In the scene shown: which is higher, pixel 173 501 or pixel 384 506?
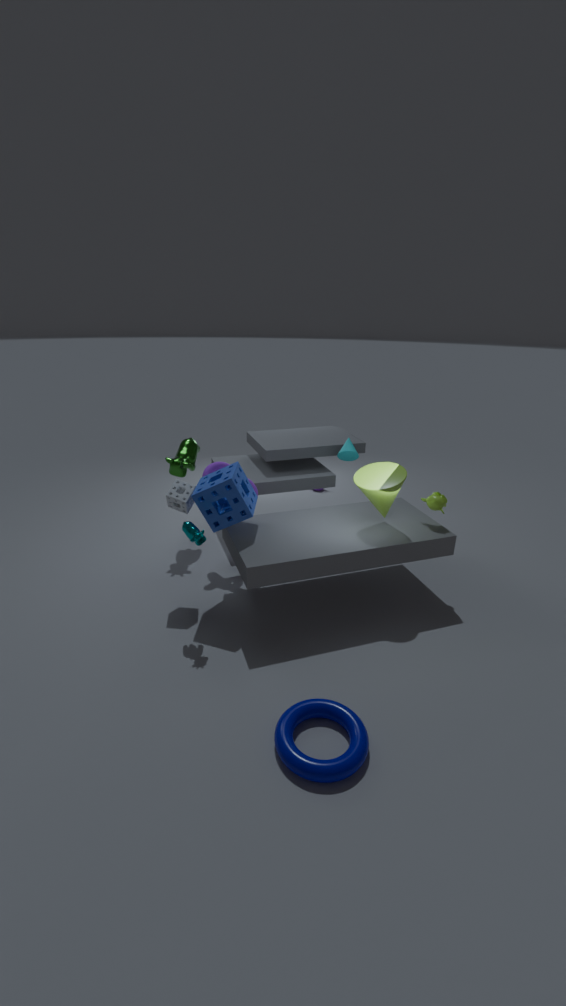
pixel 384 506
